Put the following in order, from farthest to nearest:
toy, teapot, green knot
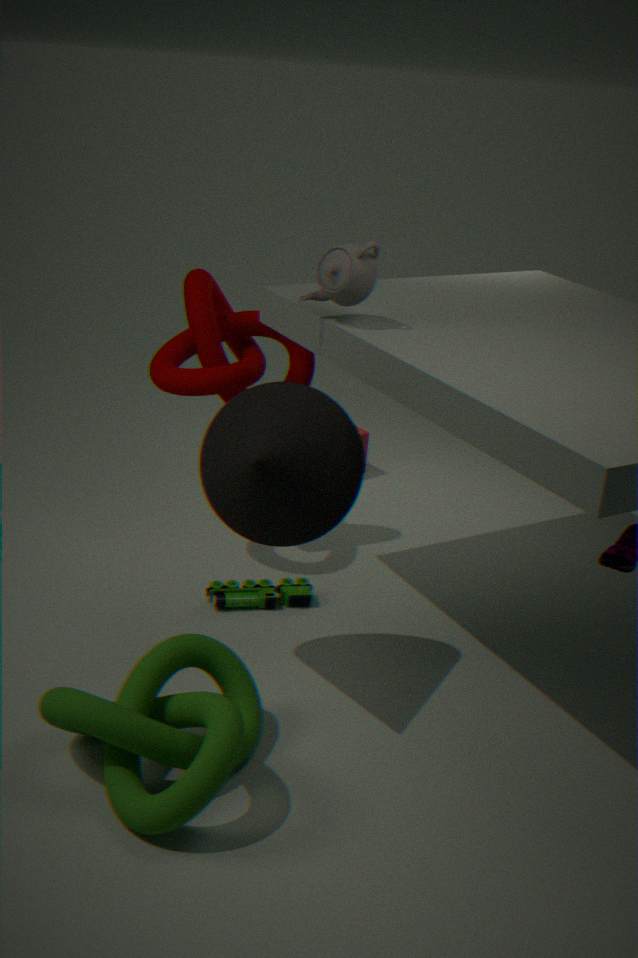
toy < teapot < green knot
